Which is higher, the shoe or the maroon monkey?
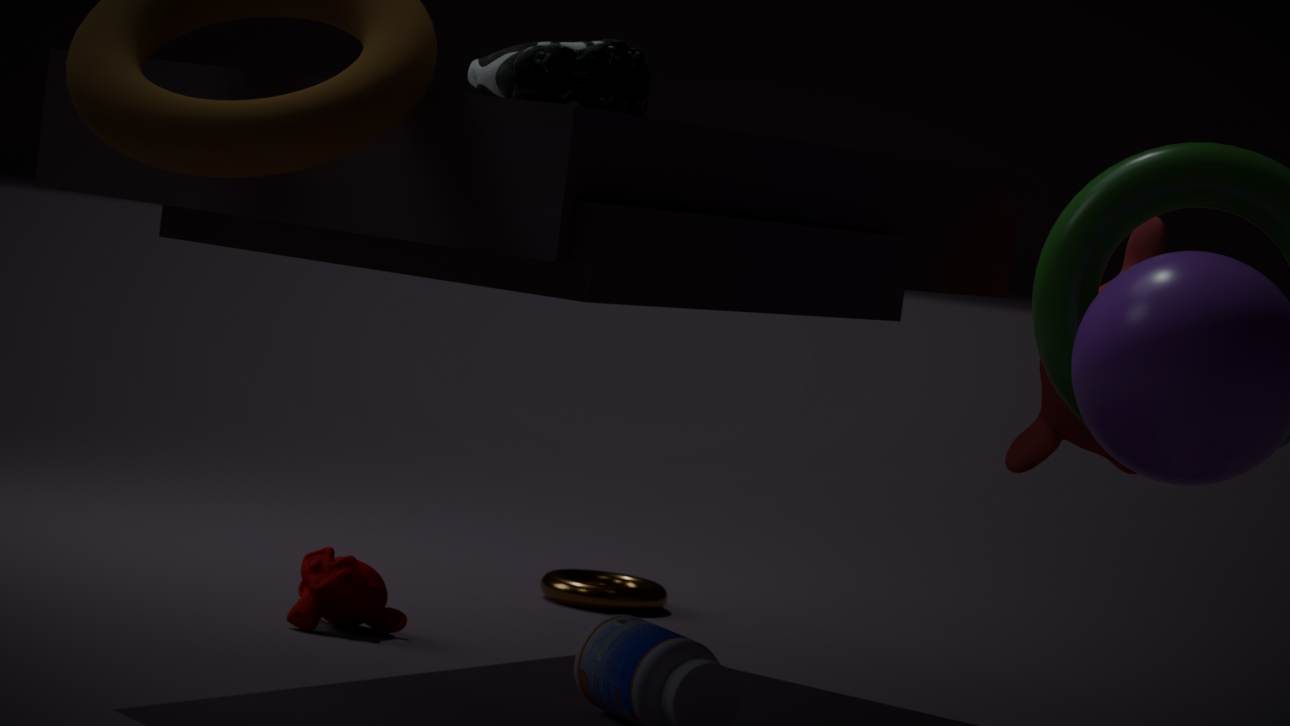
the shoe
